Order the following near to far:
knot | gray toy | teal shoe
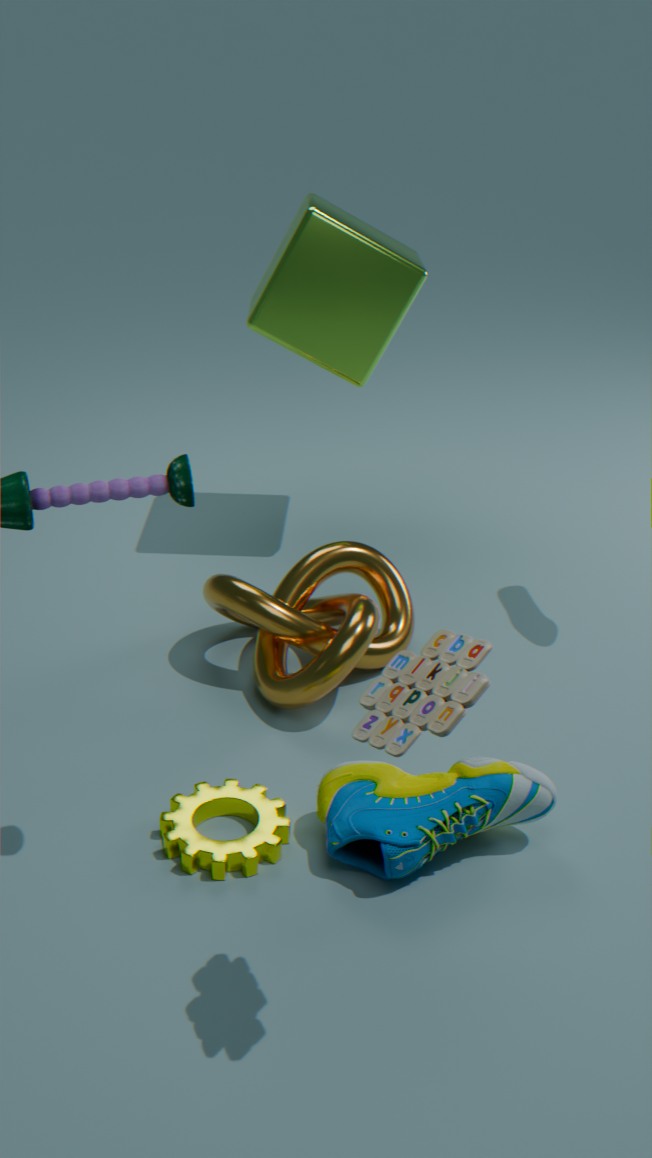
gray toy, teal shoe, knot
